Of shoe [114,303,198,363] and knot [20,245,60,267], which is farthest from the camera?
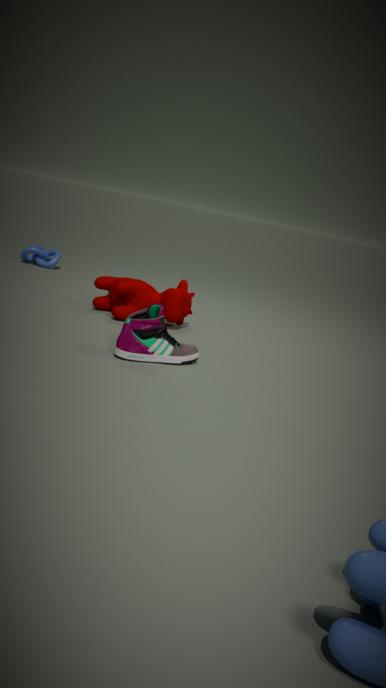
knot [20,245,60,267]
